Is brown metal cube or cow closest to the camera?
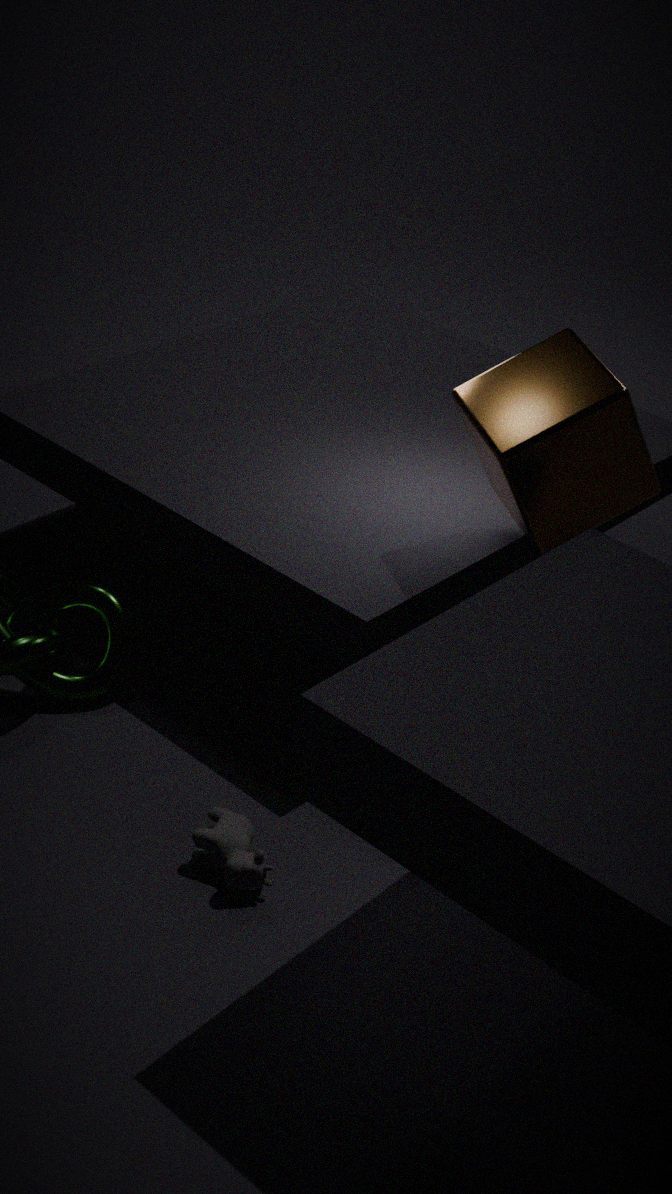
cow
